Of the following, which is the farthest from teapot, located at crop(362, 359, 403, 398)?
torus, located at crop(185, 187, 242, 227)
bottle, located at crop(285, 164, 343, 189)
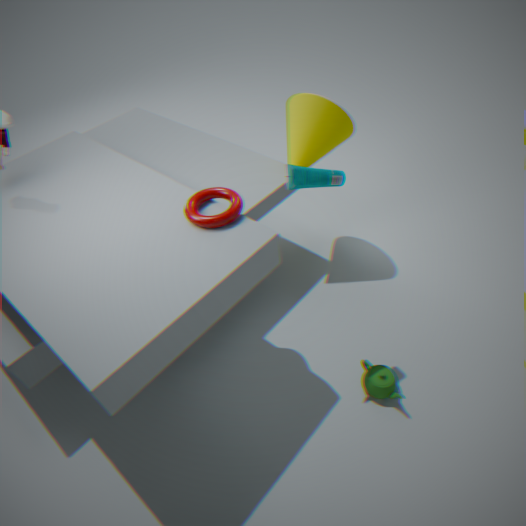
torus, located at crop(185, 187, 242, 227)
